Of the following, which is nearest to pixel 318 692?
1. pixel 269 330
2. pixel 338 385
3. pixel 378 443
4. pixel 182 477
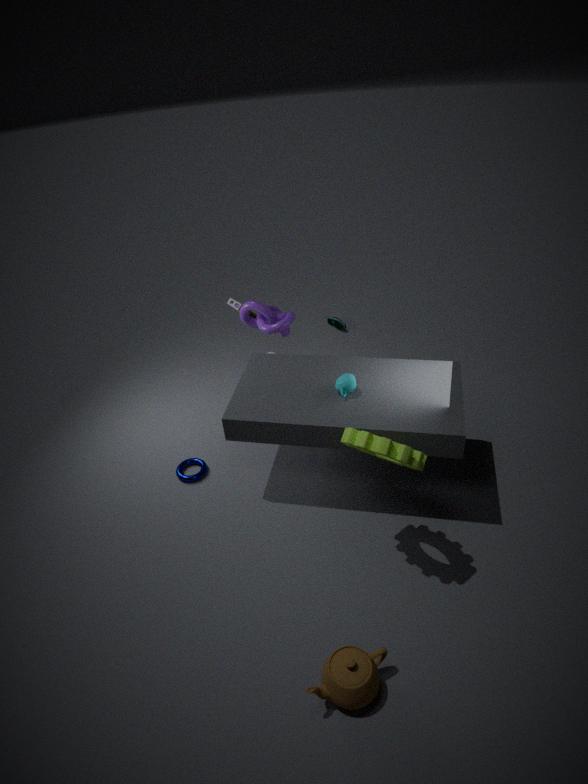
pixel 378 443
